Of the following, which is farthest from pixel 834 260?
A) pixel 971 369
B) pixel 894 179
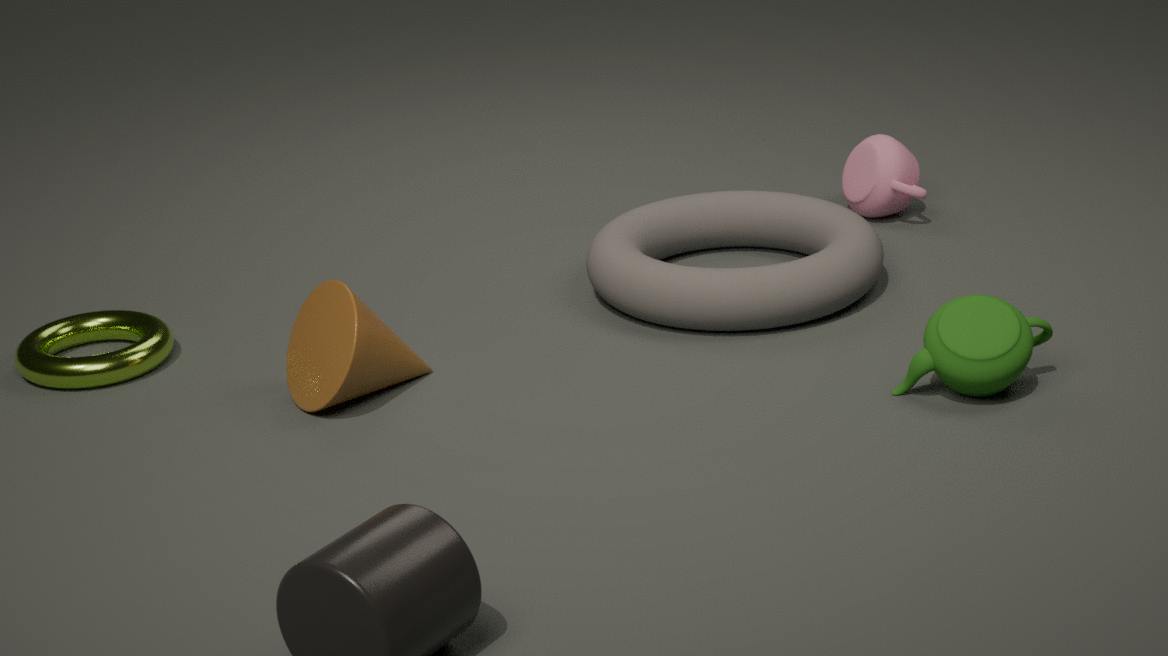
pixel 971 369
